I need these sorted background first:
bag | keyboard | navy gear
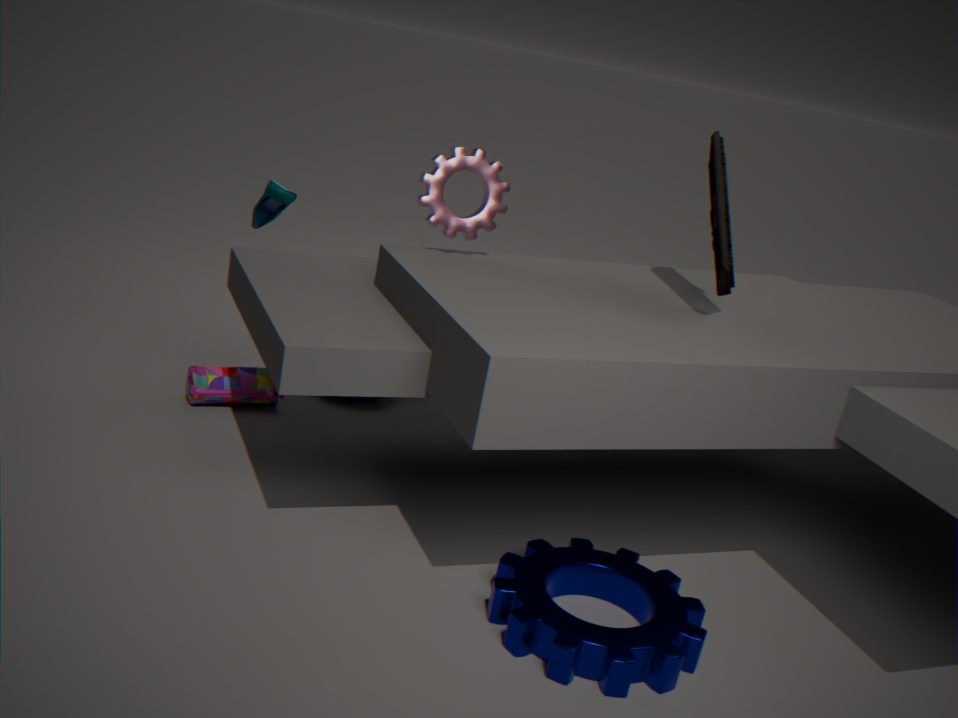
bag
keyboard
navy gear
